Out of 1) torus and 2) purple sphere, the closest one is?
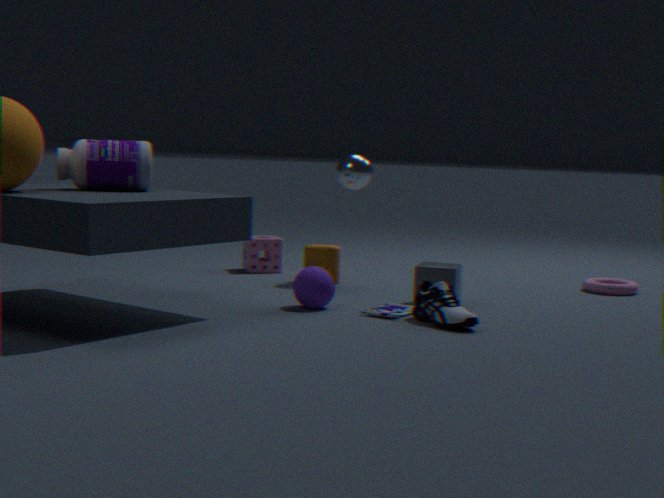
2. purple sphere
